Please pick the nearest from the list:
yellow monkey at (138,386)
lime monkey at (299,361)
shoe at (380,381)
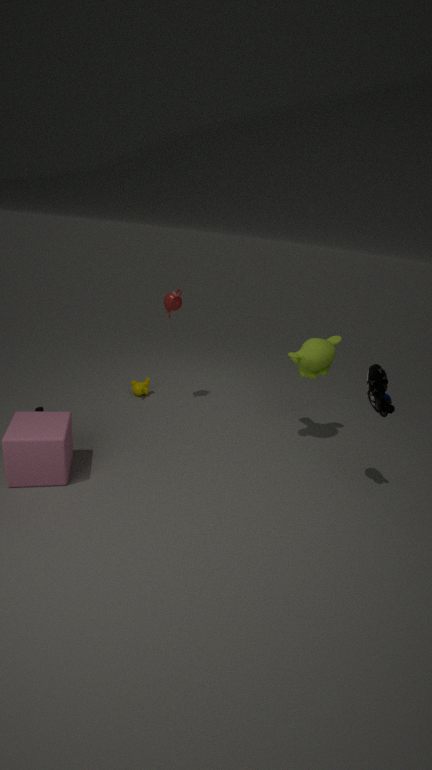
shoe at (380,381)
